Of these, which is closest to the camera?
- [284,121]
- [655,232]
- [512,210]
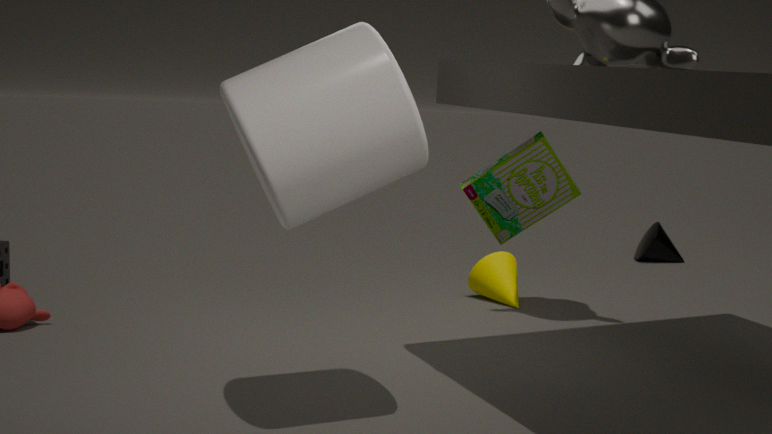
[284,121]
